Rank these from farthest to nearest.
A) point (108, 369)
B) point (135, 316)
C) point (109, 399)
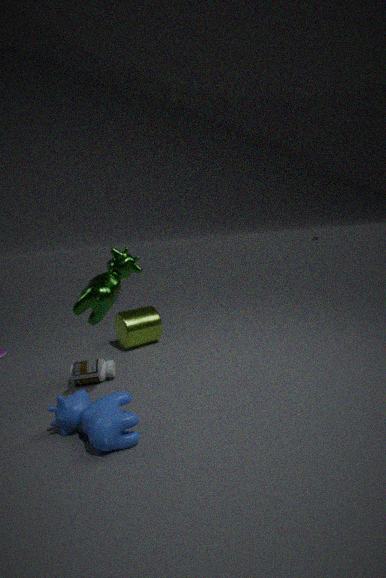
point (135, 316), point (108, 369), point (109, 399)
